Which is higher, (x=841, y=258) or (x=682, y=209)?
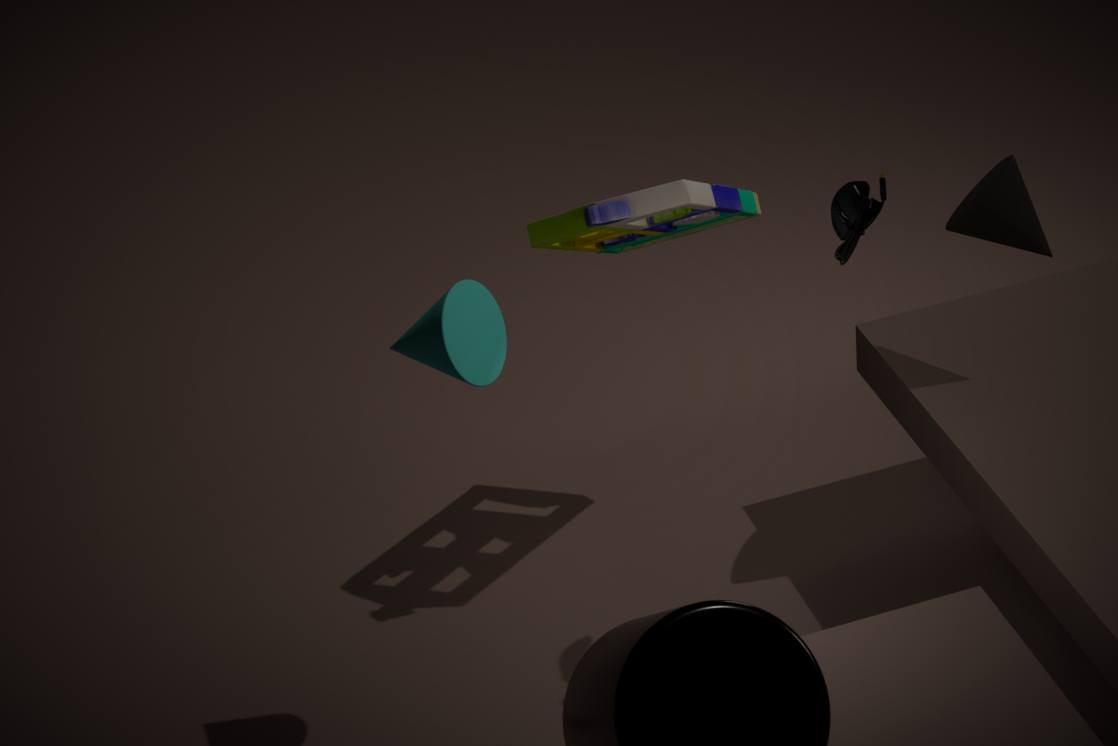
→ (x=841, y=258)
